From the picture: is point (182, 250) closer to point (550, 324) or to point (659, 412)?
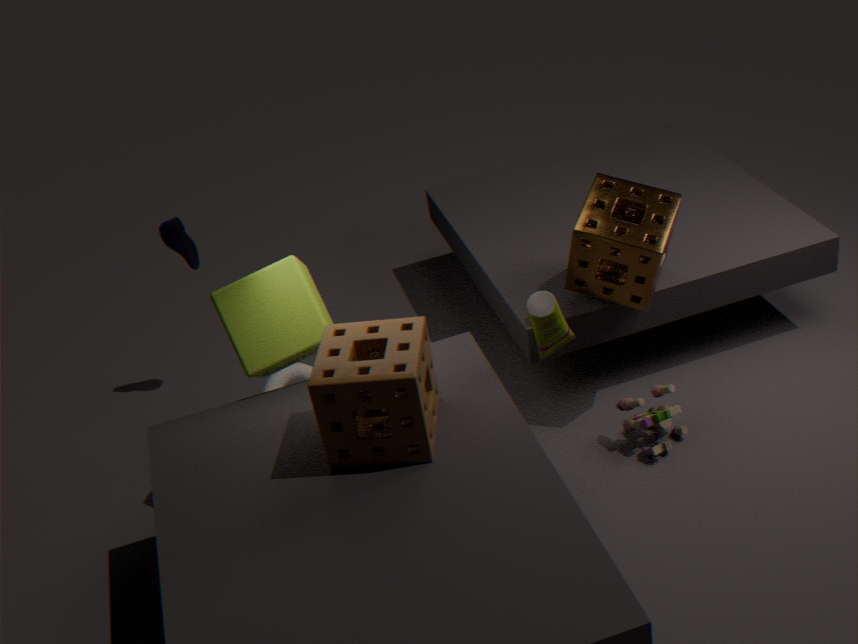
point (550, 324)
